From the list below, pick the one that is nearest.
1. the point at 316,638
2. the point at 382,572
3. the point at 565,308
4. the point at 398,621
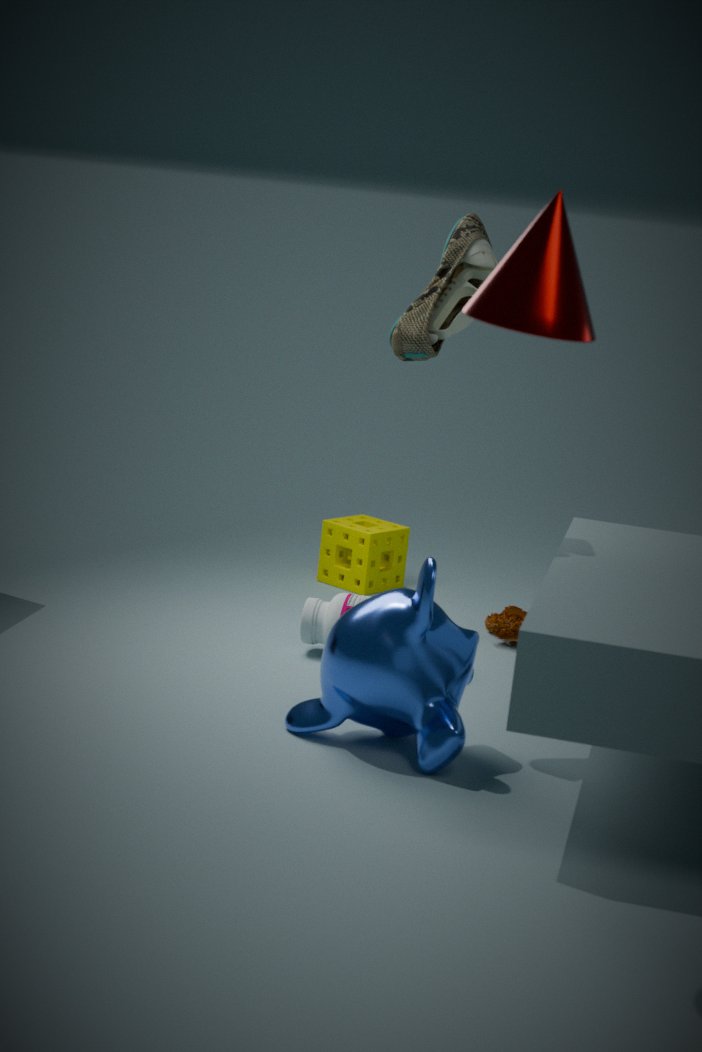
the point at 565,308
